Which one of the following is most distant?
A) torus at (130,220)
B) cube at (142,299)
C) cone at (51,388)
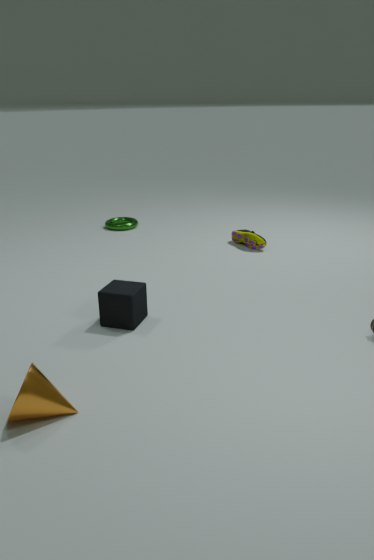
torus at (130,220)
